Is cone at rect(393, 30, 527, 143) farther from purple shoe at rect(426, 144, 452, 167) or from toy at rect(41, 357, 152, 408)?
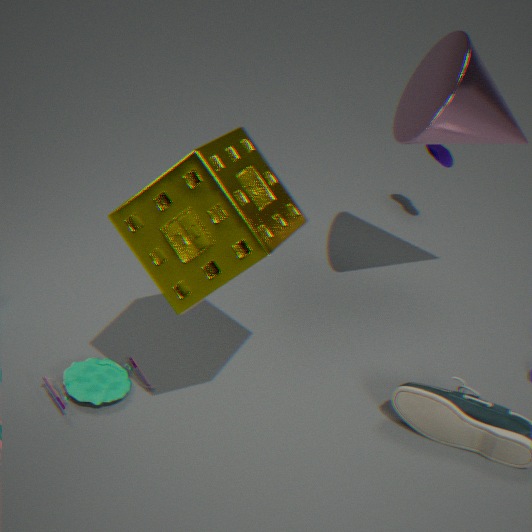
toy at rect(41, 357, 152, 408)
